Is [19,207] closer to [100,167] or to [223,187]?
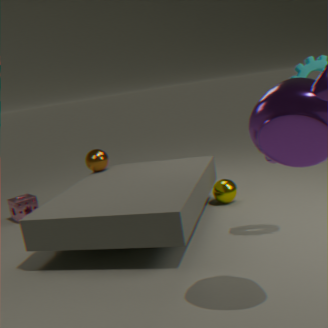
[100,167]
